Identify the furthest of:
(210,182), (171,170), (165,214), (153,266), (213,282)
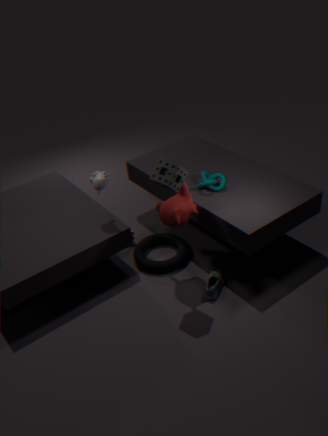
(153,266)
